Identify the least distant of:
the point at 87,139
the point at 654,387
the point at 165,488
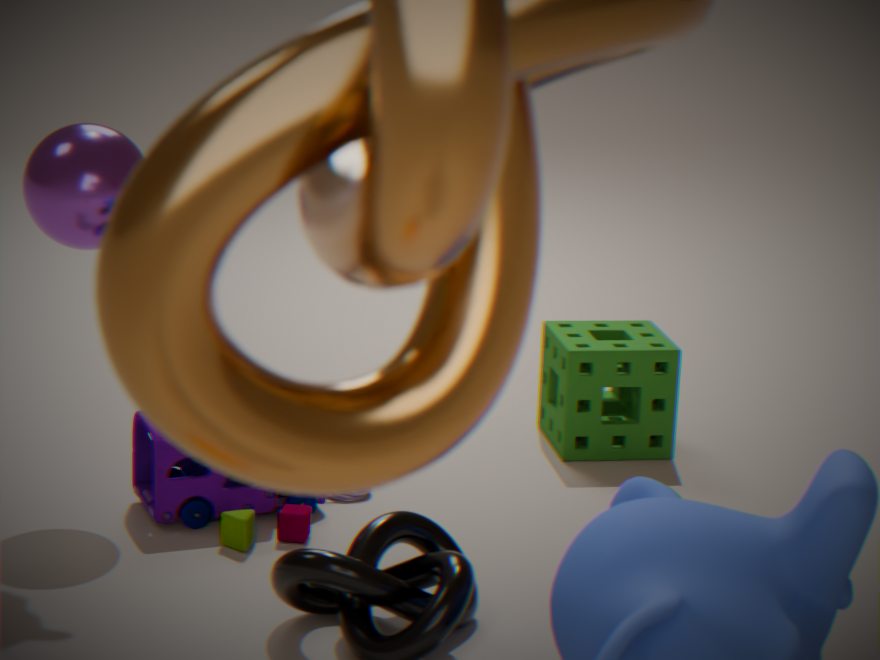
the point at 165,488
